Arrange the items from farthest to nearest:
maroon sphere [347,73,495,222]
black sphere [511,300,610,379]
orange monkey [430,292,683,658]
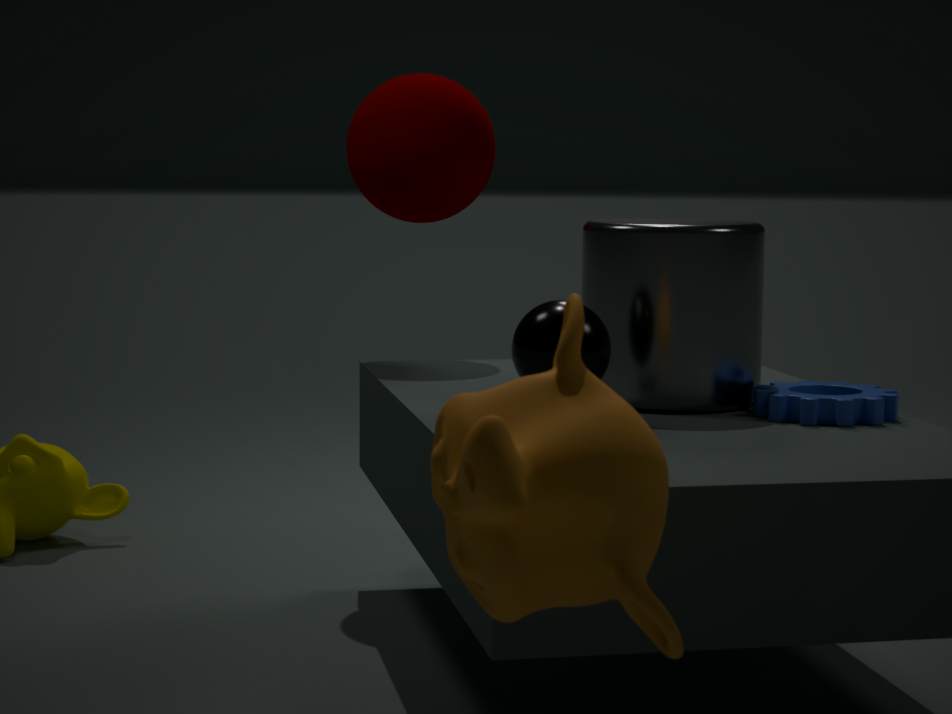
maroon sphere [347,73,495,222] → black sphere [511,300,610,379] → orange monkey [430,292,683,658]
